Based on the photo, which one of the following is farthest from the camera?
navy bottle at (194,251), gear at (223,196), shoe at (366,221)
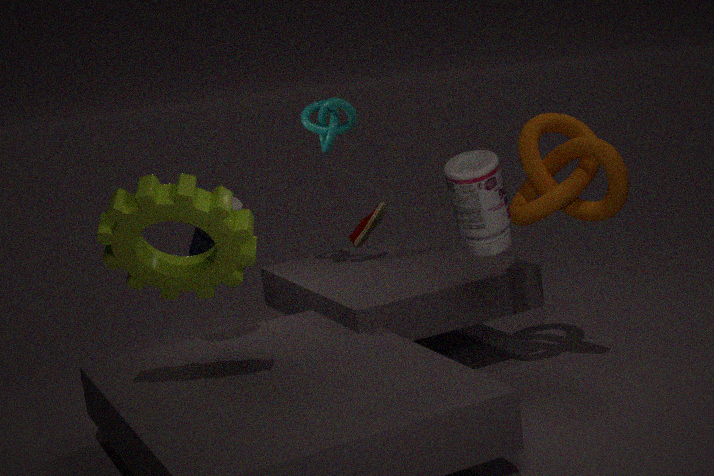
shoe at (366,221)
